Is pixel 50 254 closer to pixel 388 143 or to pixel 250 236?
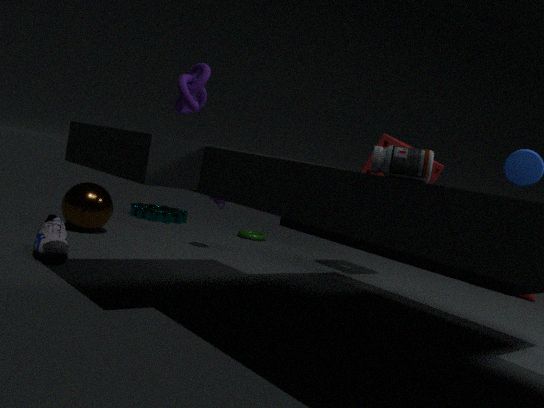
pixel 250 236
